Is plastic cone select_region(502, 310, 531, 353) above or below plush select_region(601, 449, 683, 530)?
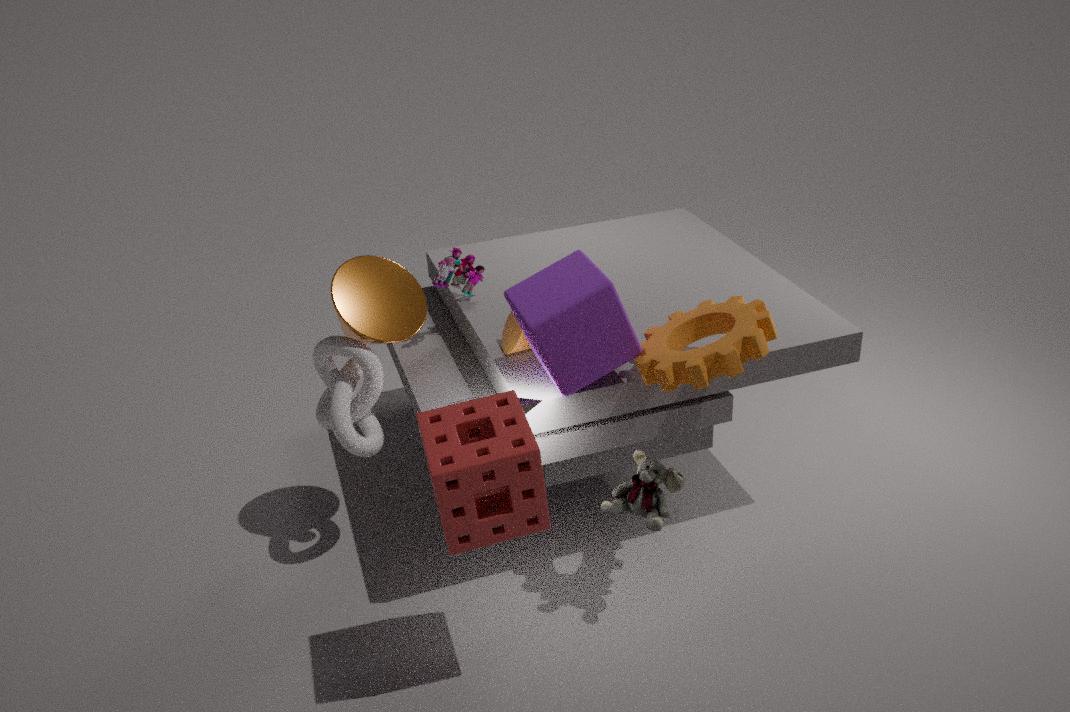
above
